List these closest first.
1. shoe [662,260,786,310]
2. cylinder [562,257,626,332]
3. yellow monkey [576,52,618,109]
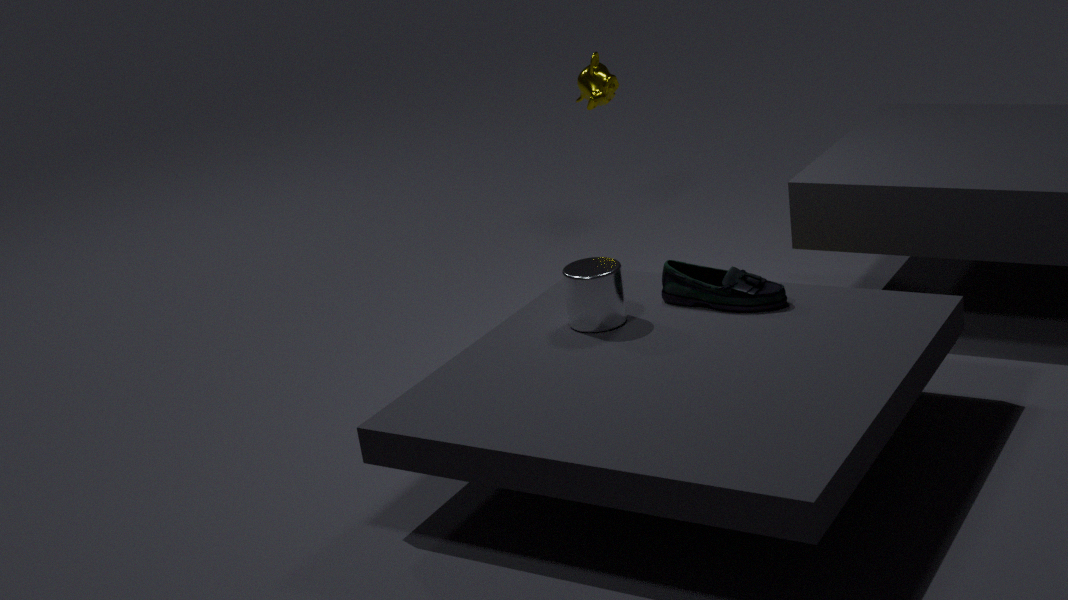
1. cylinder [562,257,626,332]
2. shoe [662,260,786,310]
3. yellow monkey [576,52,618,109]
